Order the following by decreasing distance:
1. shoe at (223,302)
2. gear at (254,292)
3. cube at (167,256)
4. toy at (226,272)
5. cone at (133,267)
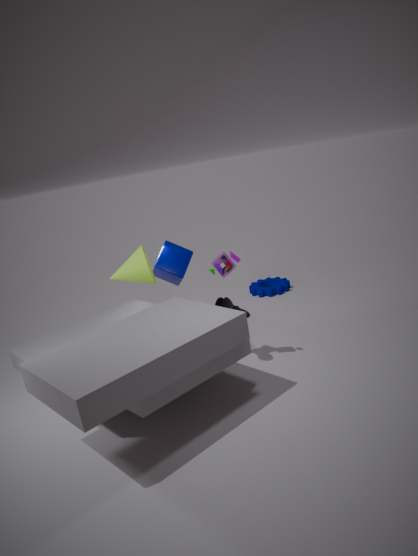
gear at (254,292) < cube at (167,256) < cone at (133,267) < shoe at (223,302) < toy at (226,272)
